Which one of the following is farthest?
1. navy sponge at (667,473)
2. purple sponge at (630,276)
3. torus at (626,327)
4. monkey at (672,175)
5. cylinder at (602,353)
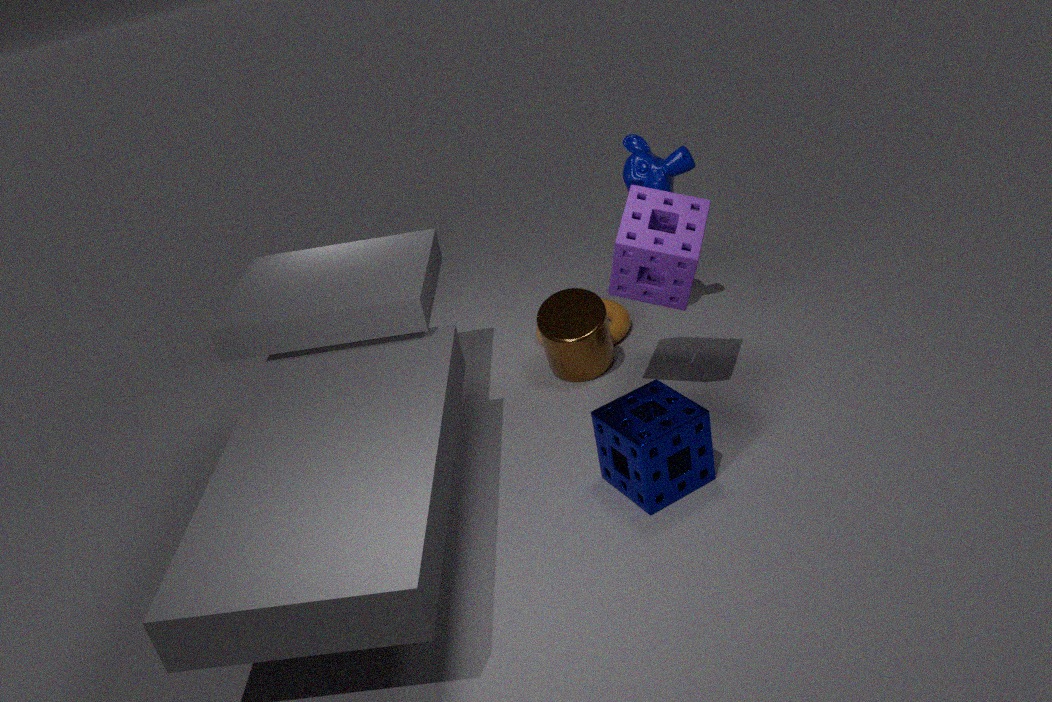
torus at (626,327)
